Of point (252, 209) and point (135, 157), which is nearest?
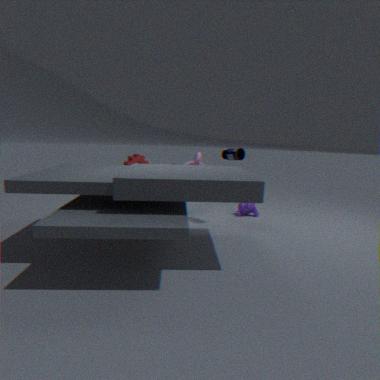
point (135, 157)
